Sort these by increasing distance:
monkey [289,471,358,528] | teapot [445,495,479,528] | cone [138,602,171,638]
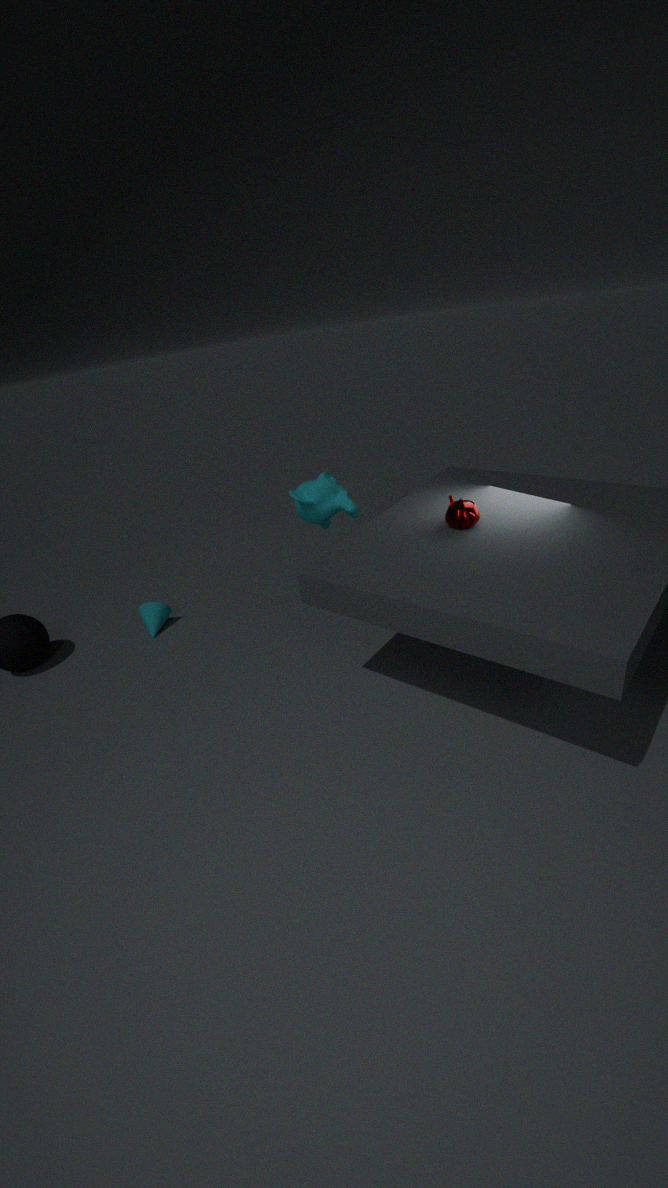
teapot [445,495,479,528] < monkey [289,471,358,528] < cone [138,602,171,638]
